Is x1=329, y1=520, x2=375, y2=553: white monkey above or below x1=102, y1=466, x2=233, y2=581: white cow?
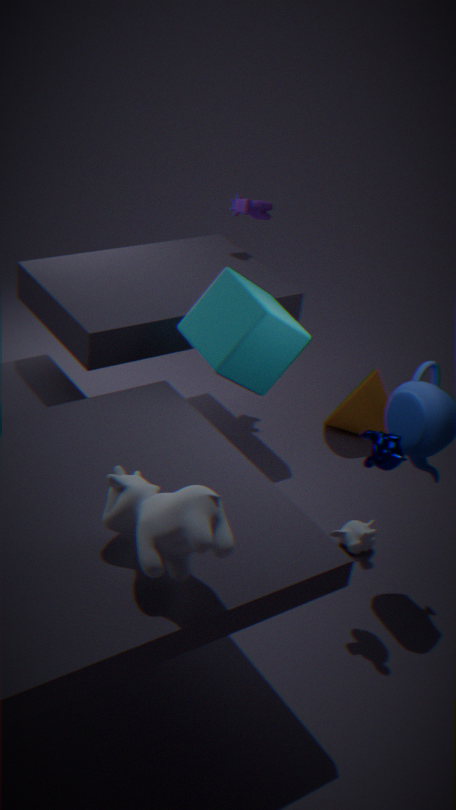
below
